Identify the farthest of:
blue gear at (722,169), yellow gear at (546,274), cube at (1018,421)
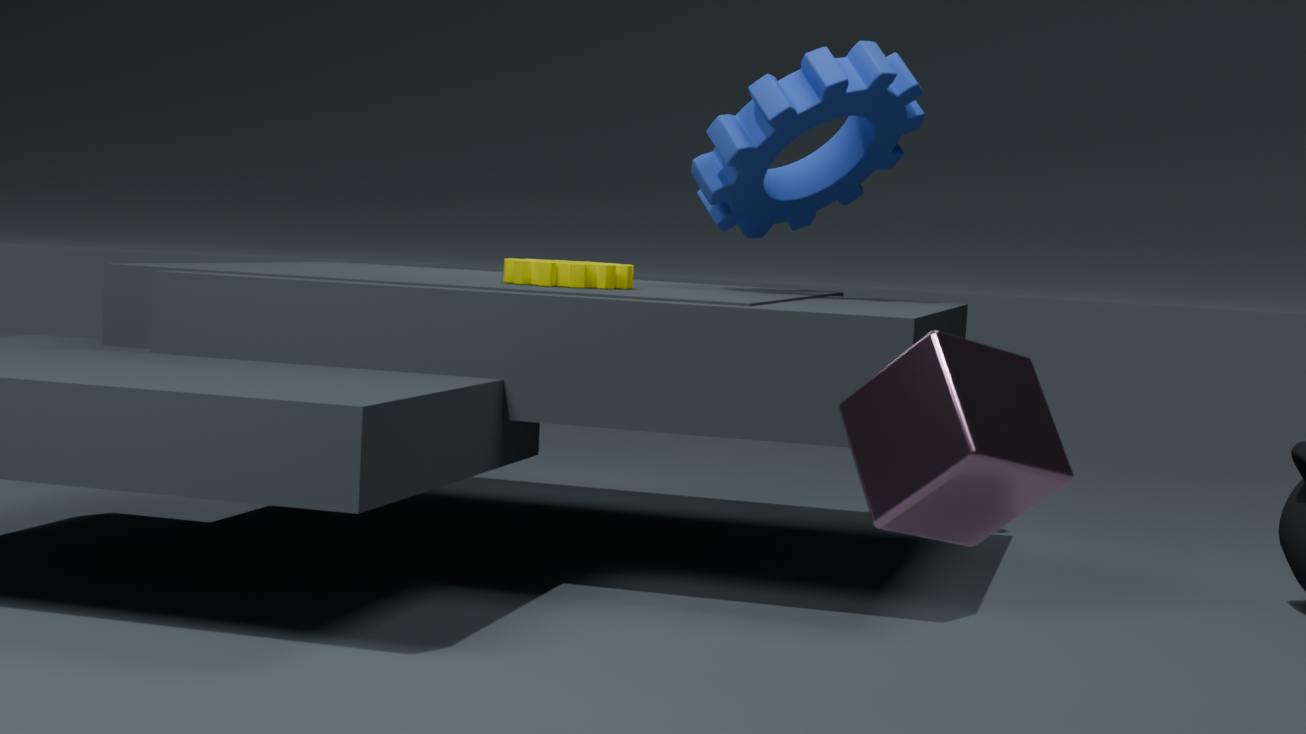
blue gear at (722,169)
